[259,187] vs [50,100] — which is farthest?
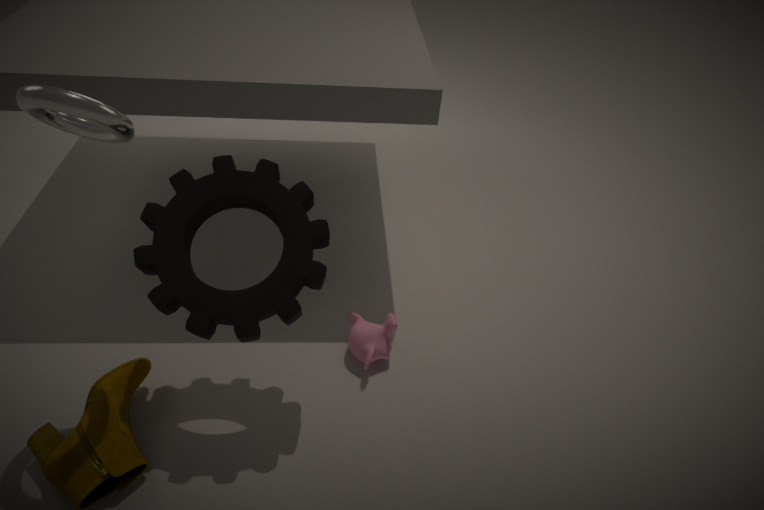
[259,187]
